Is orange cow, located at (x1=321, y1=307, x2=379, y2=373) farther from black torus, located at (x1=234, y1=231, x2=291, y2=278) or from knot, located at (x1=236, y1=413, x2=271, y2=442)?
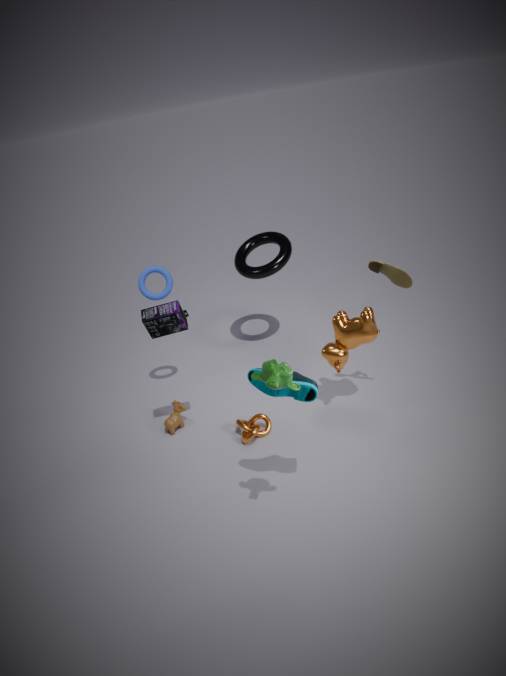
black torus, located at (x1=234, y1=231, x2=291, y2=278)
